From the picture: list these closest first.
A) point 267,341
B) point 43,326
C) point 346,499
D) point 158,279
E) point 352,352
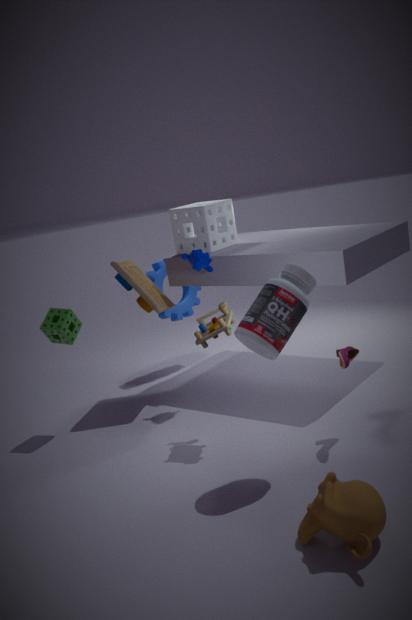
point 346,499 < point 267,341 < point 352,352 < point 43,326 < point 158,279
